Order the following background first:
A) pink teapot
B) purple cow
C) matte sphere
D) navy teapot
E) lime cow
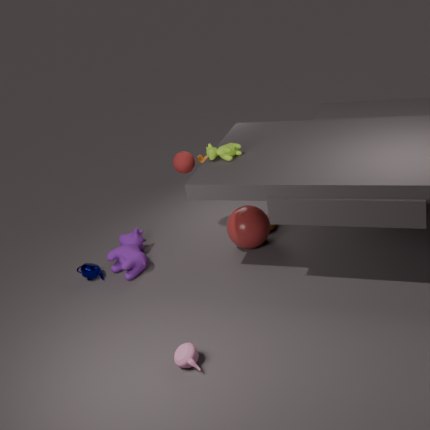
navy teapot < purple cow < matte sphere < lime cow < pink teapot
